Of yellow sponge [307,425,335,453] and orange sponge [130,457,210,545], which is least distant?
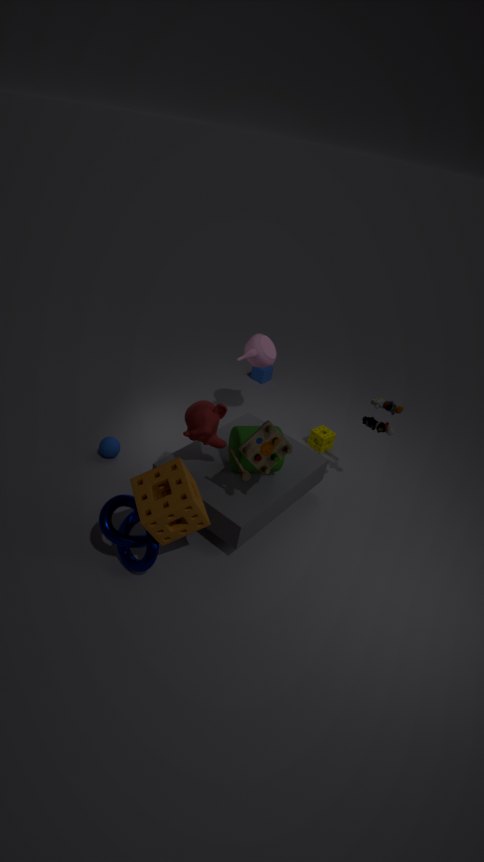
orange sponge [130,457,210,545]
